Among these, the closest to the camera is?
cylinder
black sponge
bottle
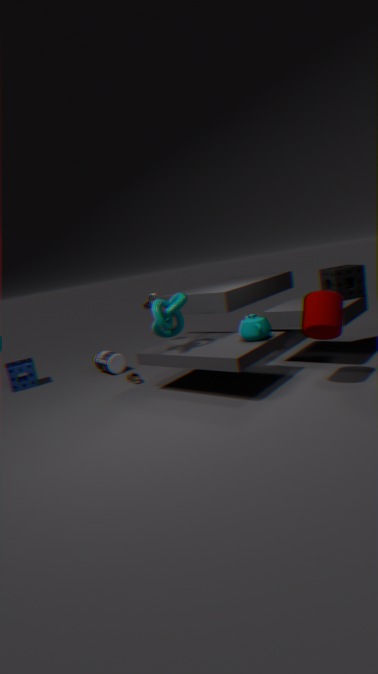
cylinder
